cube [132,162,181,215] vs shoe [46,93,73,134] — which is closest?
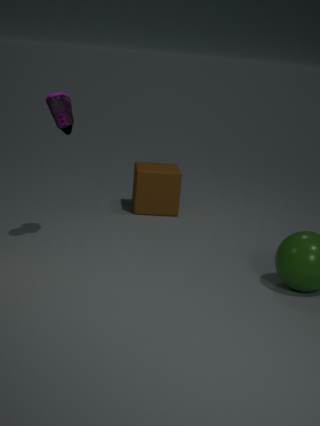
shoe [46,93,73,134]
